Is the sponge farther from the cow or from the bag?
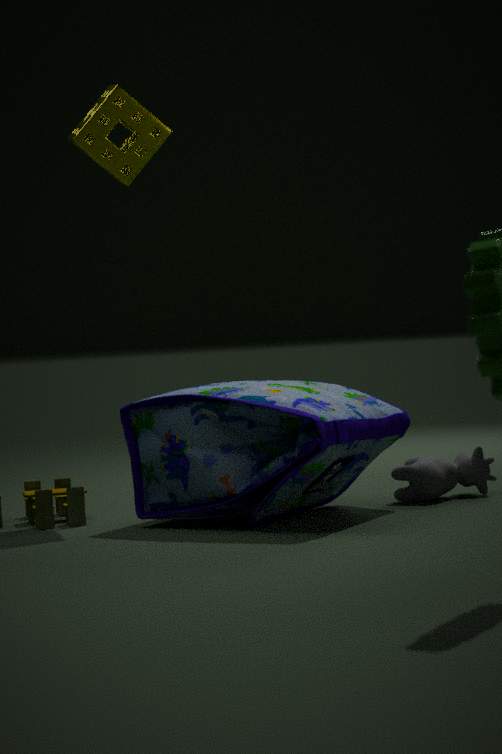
the cow
